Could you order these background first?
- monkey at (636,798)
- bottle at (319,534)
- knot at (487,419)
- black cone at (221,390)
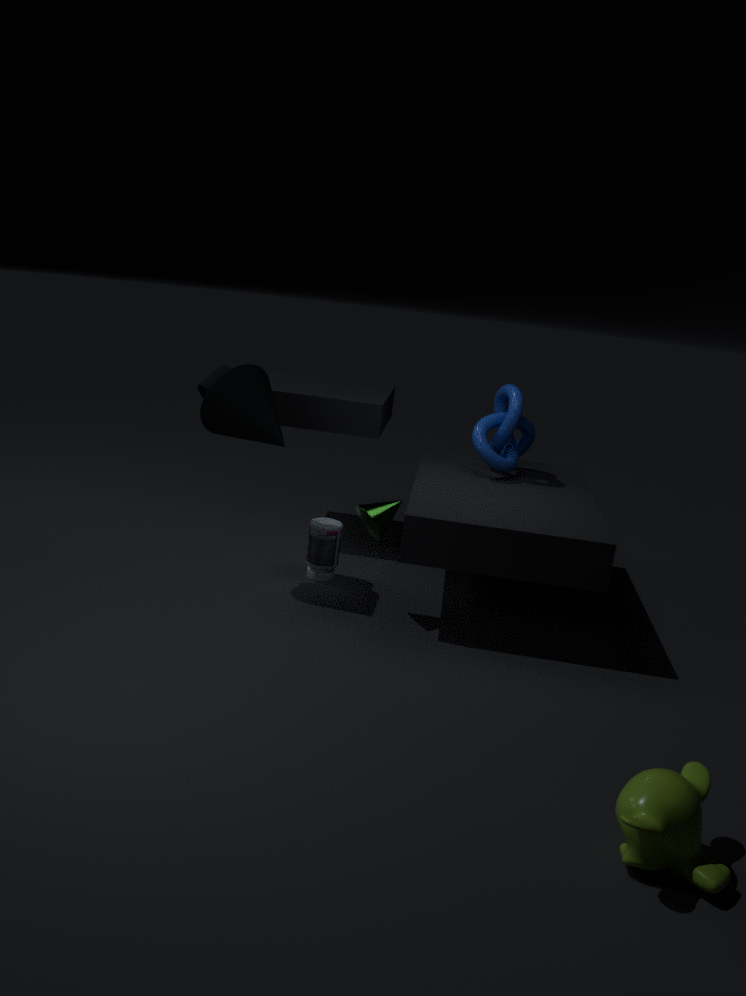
knot at (487,419), bottle at (319,534), black cone at (221,390), monkey at (636,798)
